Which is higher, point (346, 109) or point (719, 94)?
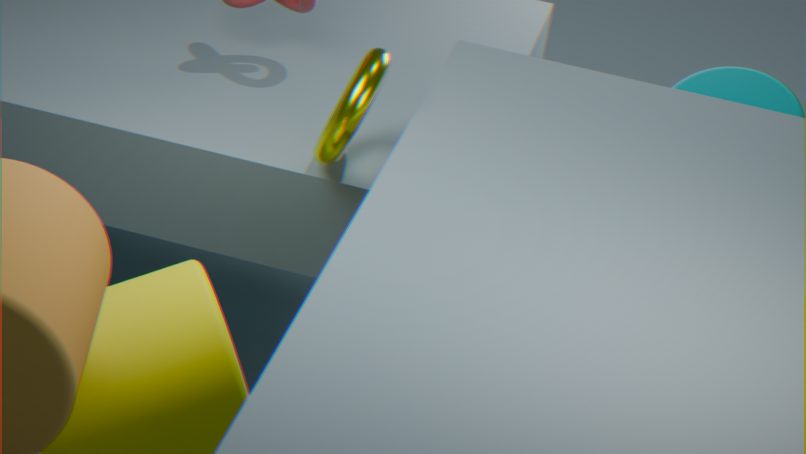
point (346, 109)
